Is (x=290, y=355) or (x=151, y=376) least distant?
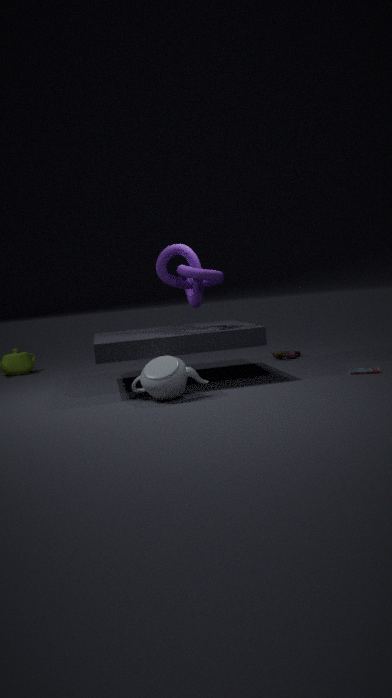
(x=151, y=376)
